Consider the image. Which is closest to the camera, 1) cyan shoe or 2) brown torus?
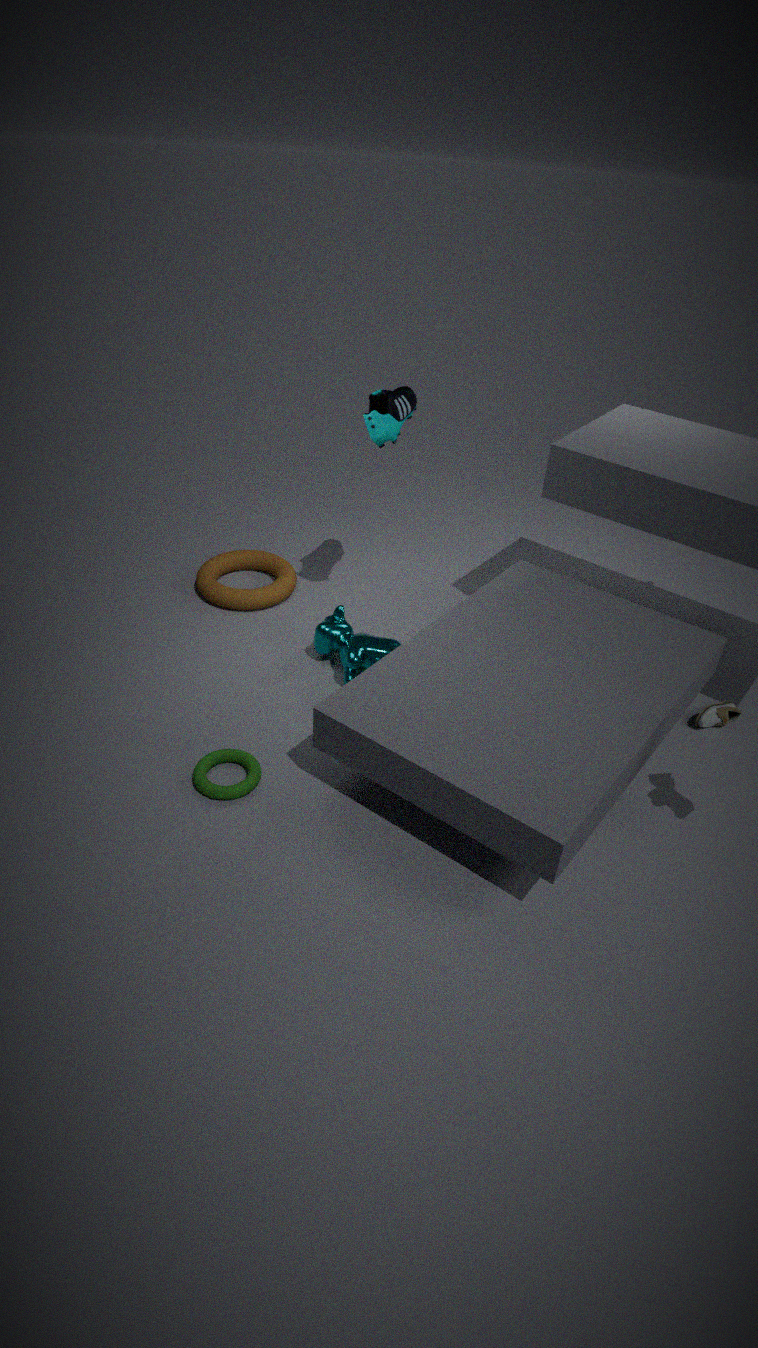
1. cyan shoe
